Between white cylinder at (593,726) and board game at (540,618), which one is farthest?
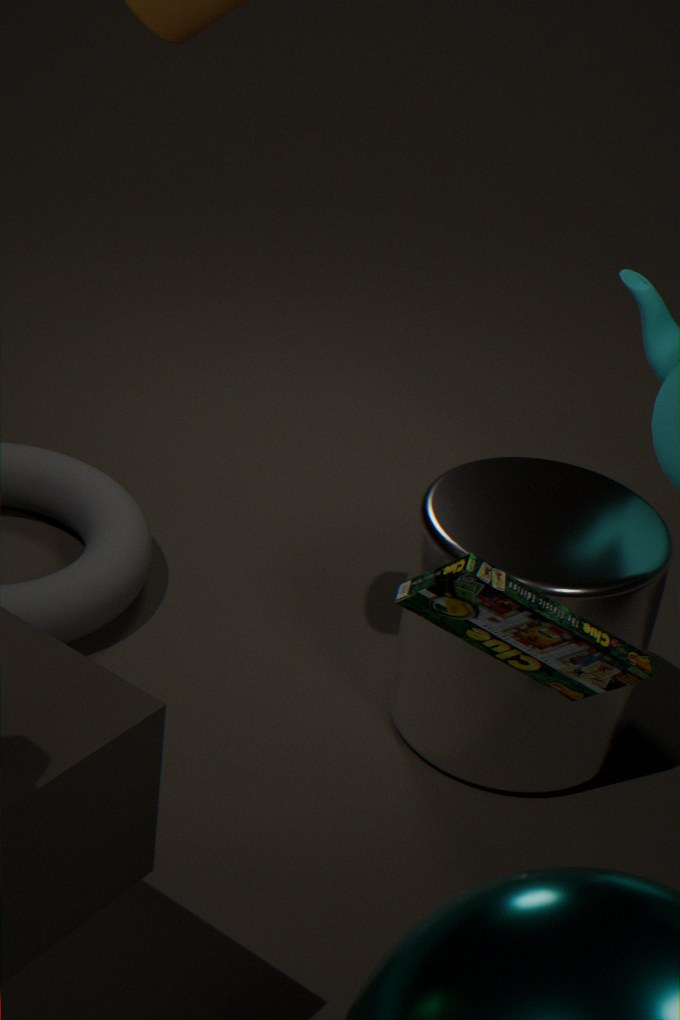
white cylinder at (593,726)
